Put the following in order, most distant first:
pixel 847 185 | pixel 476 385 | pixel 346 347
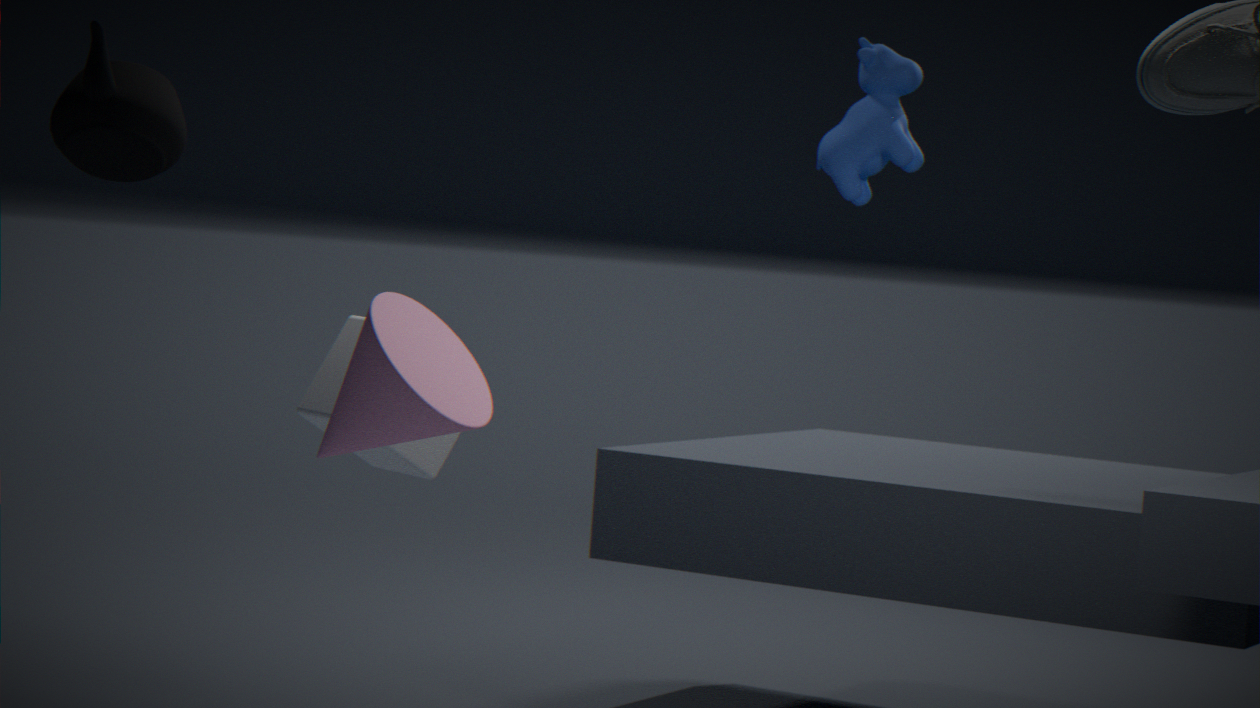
pixel 847 185 < pixel 346 347 < pixel 476 385
